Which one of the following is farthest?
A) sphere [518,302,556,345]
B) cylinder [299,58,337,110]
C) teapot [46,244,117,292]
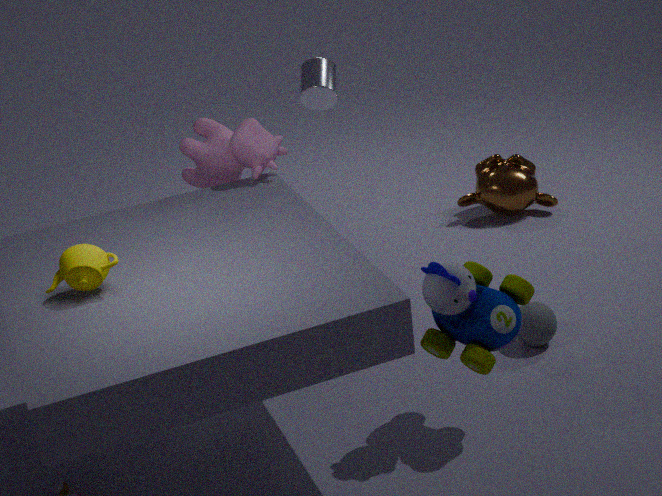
cylinder [299,58,337,110]
